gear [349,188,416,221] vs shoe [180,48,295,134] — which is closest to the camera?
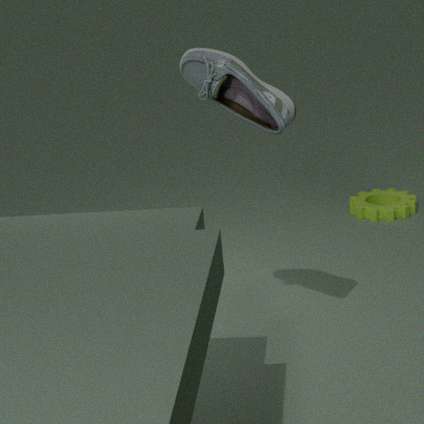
shoe [180,48,295,134]
